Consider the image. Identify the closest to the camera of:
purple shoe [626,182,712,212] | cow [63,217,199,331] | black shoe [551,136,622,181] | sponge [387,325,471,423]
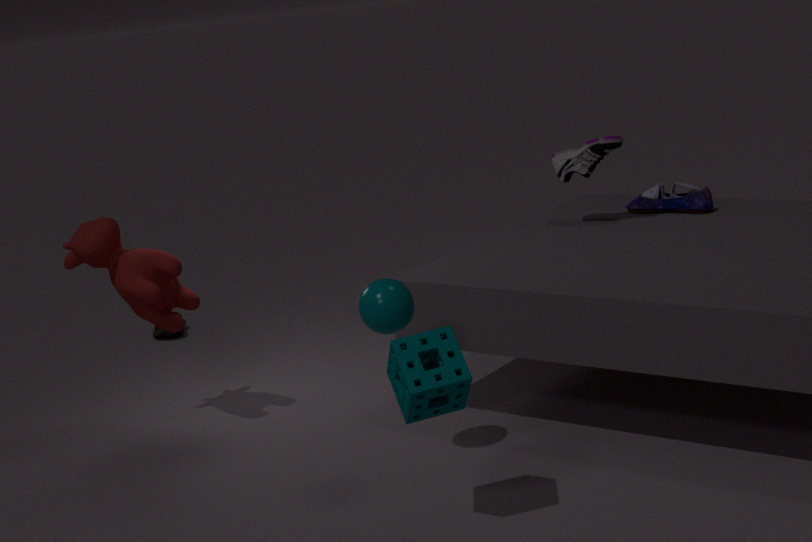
sponge [387,325,471,423]
